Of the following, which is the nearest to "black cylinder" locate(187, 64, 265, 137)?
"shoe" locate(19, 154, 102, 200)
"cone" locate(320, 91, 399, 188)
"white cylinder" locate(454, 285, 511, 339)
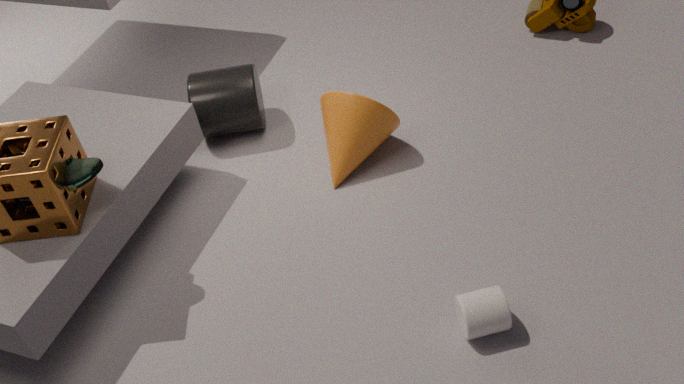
"cone" locate(320, 91, 399, 188)
